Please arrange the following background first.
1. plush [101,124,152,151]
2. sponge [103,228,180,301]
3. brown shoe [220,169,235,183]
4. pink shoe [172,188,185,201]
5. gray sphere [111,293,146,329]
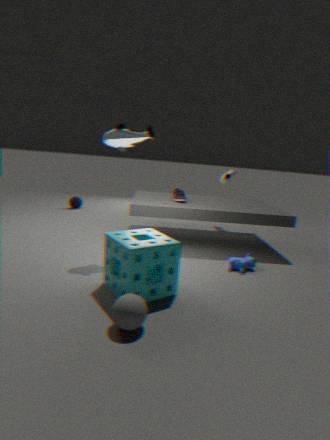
brown shoe [220,169,235,183]
pink shoe [172,188,185,201]
plush [101,124,152,151]
sponge [103,228,180,301]
gray sphere [111,293,146,329]
